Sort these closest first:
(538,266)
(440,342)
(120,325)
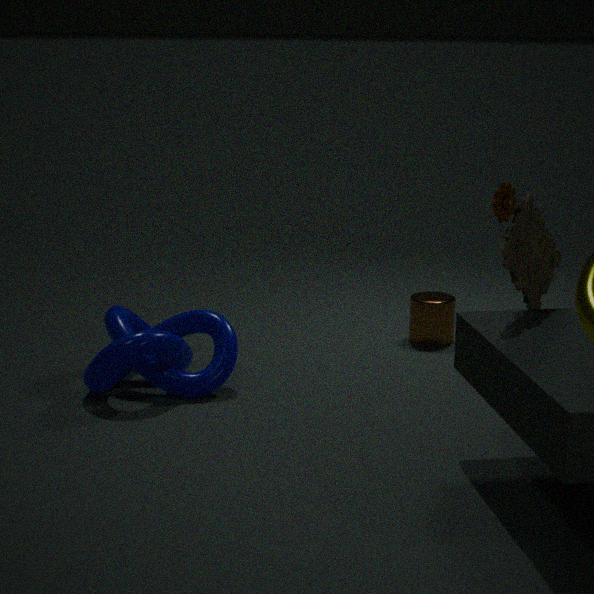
(538,266) < (120,325) < (440,342)
